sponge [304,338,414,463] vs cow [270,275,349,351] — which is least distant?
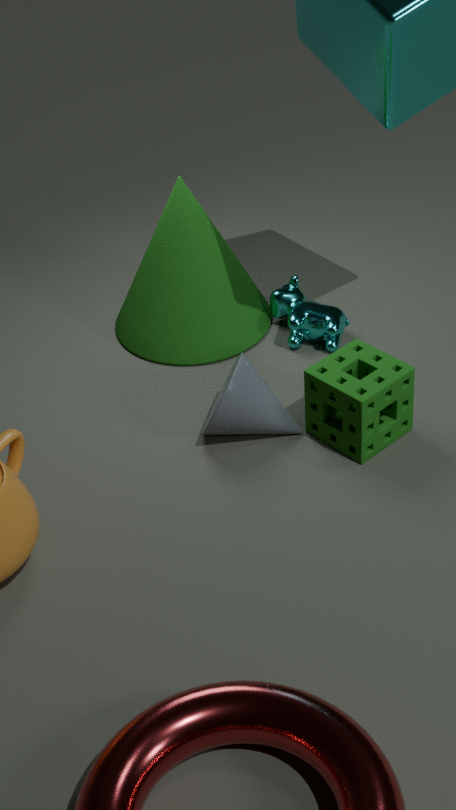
sponge [304,338,414,463]
